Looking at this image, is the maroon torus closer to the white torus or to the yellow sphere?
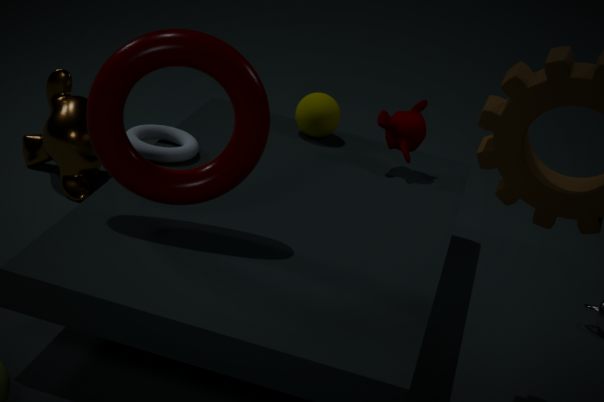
the white torus
